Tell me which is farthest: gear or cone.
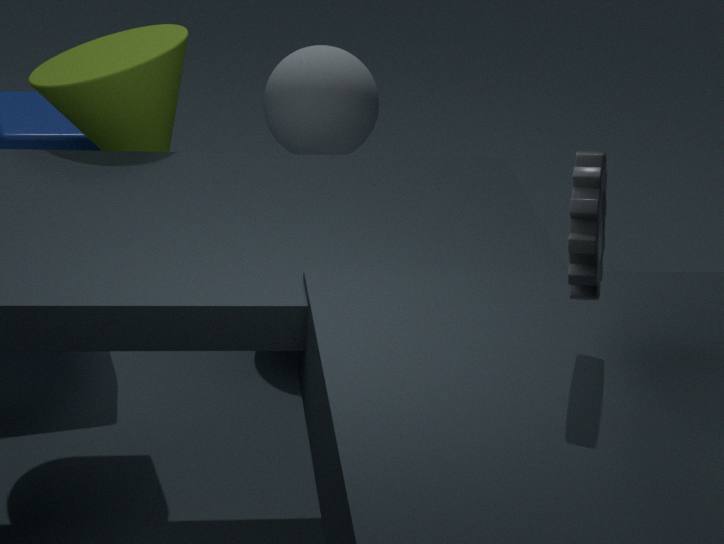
cone
